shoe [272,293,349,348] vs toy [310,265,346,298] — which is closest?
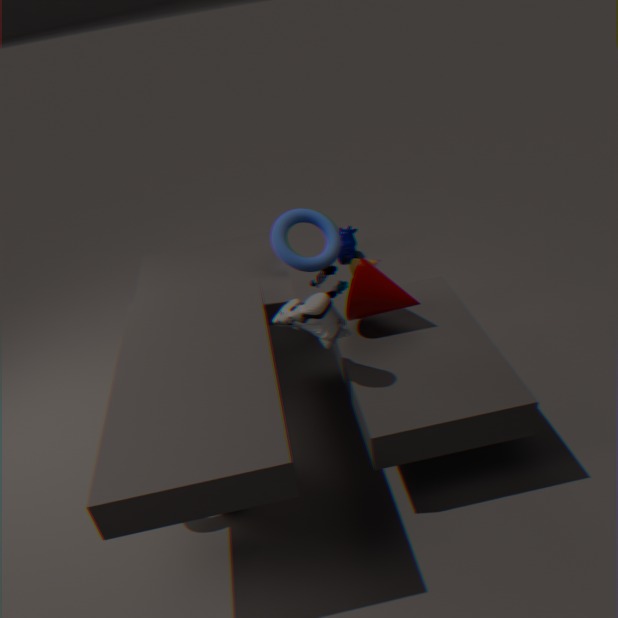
shoe [272,293,349,348]
